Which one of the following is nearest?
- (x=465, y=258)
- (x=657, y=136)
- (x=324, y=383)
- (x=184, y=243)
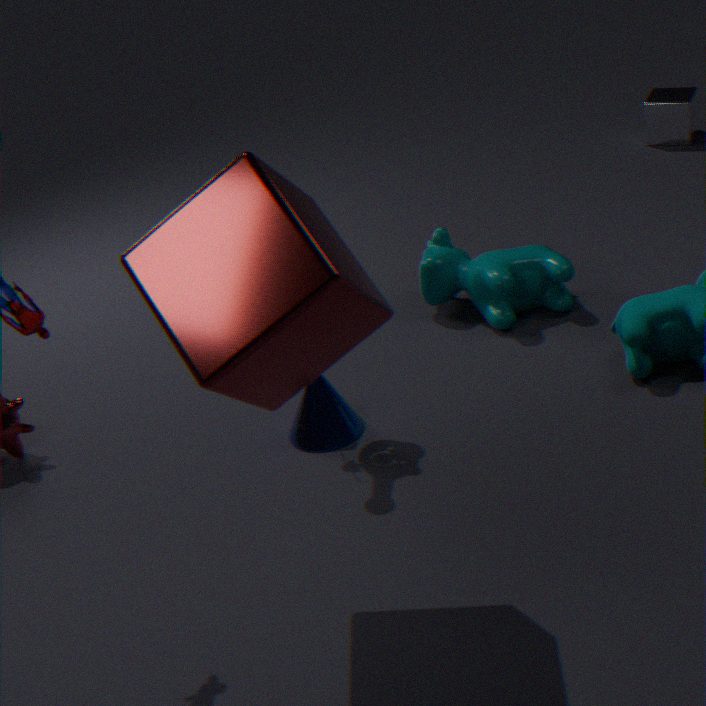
(x=184, y=243)
